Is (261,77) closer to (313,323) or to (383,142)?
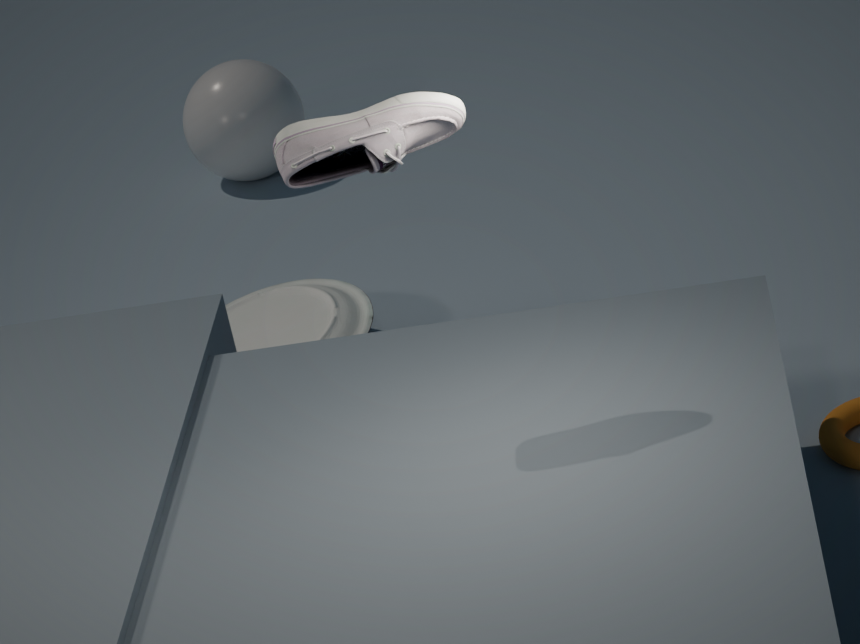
(313,323)
